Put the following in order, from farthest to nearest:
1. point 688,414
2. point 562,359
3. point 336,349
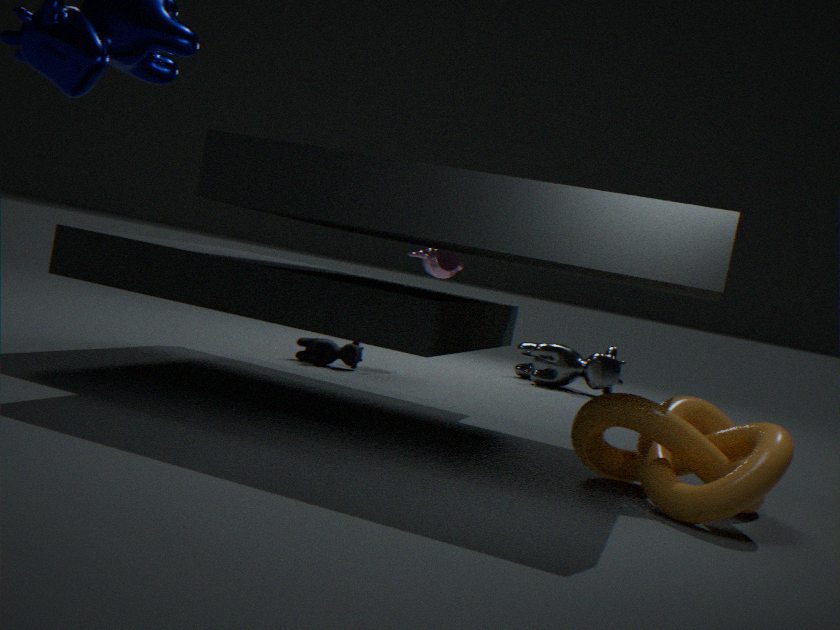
1. point 562,359
2. point 336,349
3. point 688,414
